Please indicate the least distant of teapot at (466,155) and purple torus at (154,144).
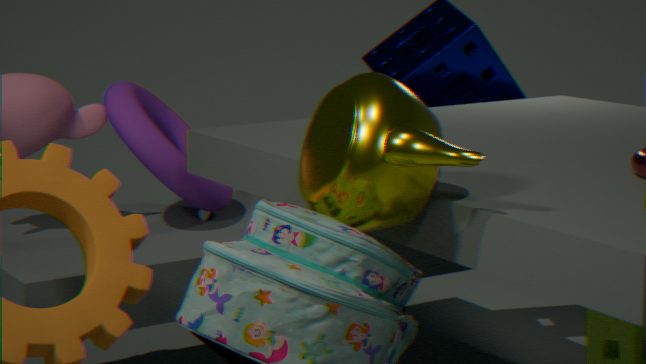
teapot at (466,155)
